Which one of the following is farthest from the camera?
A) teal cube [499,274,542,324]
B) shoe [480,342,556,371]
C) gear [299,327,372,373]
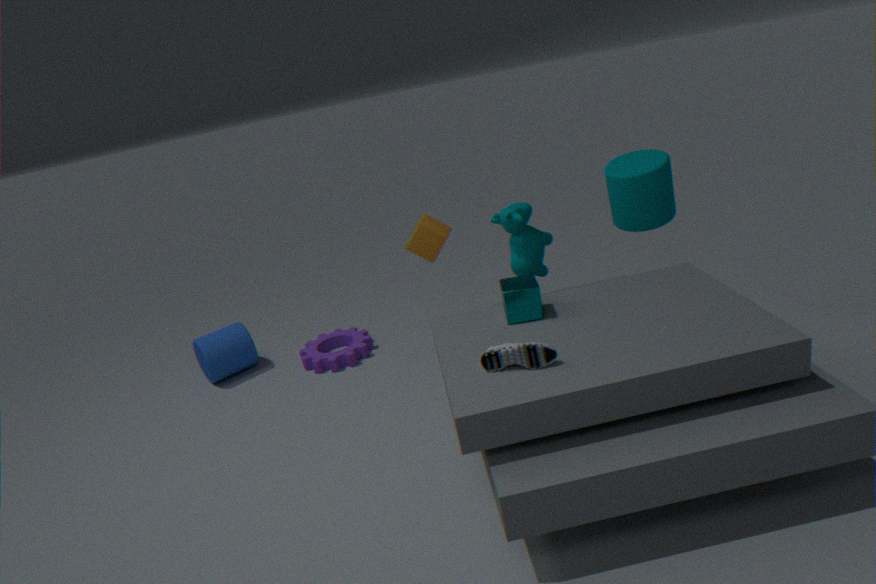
gear [299,327,372,373]
